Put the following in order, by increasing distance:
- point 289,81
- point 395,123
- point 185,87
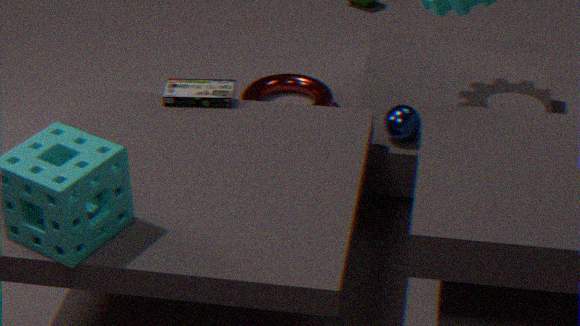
point 395,123 < point 185,87 < point 289,81
